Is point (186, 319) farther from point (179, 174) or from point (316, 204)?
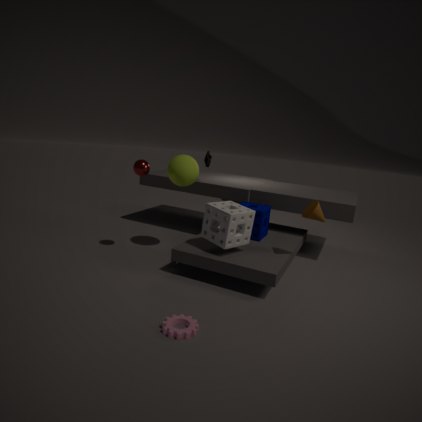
point (179, 174)
